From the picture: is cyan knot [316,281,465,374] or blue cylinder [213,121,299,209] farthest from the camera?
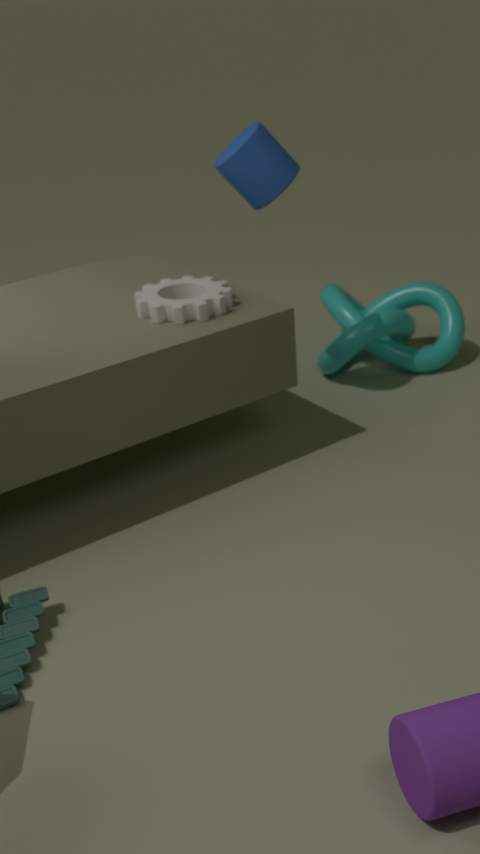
cyan knot [316,281,465,374]
